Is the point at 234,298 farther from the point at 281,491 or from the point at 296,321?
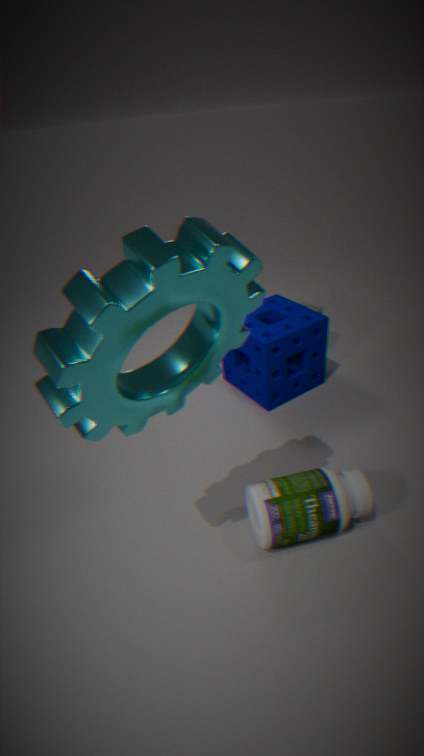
the point at 296,321
